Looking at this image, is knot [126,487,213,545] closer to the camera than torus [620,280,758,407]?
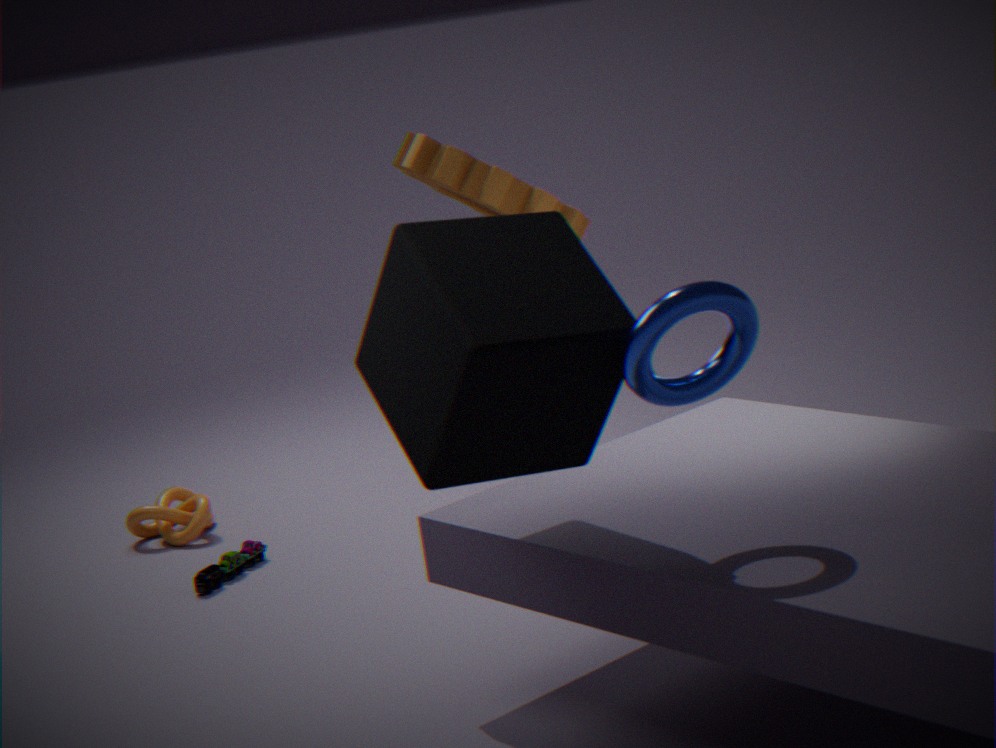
No
